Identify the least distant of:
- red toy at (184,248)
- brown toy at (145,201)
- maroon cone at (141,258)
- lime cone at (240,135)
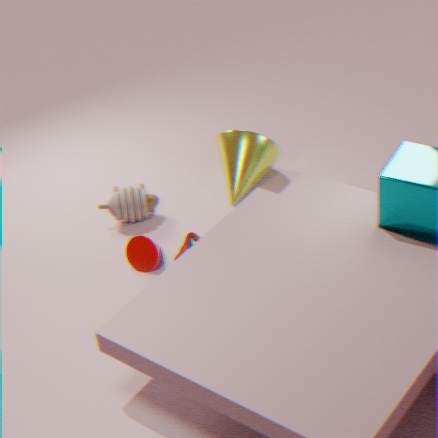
red toy at (184,248)
